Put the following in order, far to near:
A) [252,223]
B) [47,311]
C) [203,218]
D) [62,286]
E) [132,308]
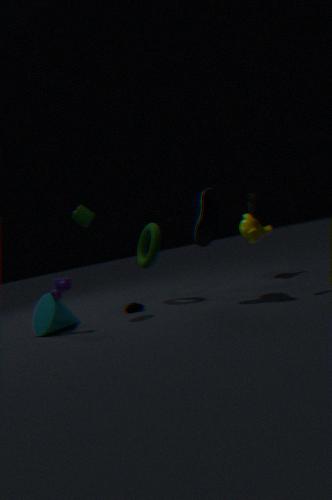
[252,223]
[132,308]
[47,311]
[62,286]
[203,218]
